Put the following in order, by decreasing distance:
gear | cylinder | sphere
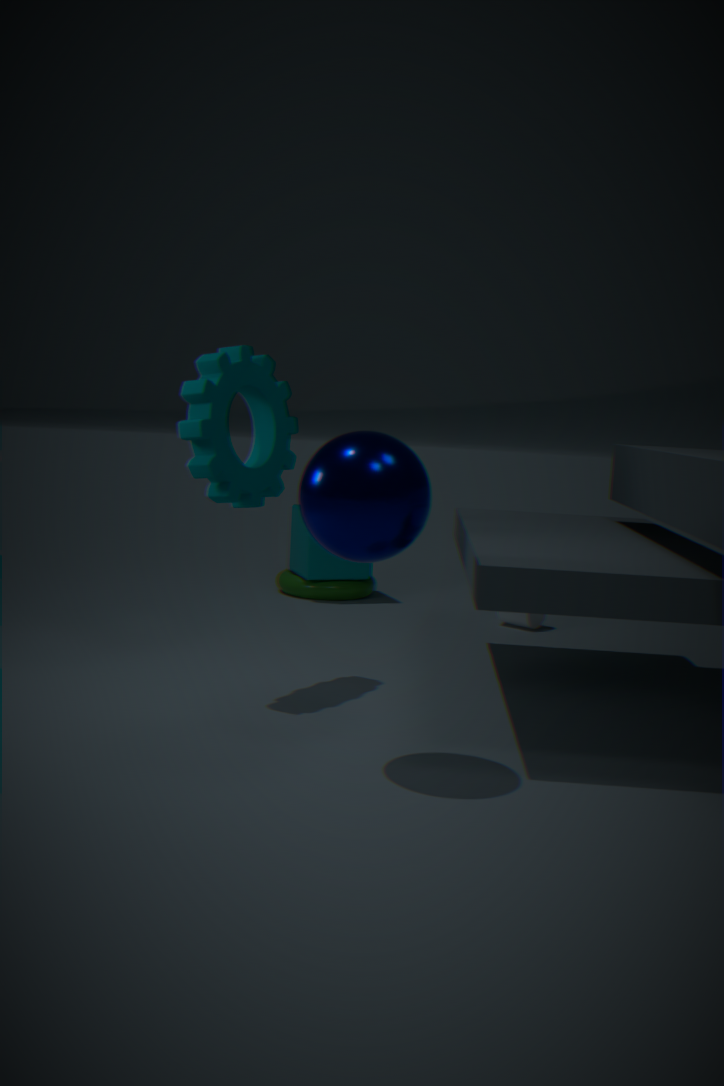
cylinder, gear, sphere
